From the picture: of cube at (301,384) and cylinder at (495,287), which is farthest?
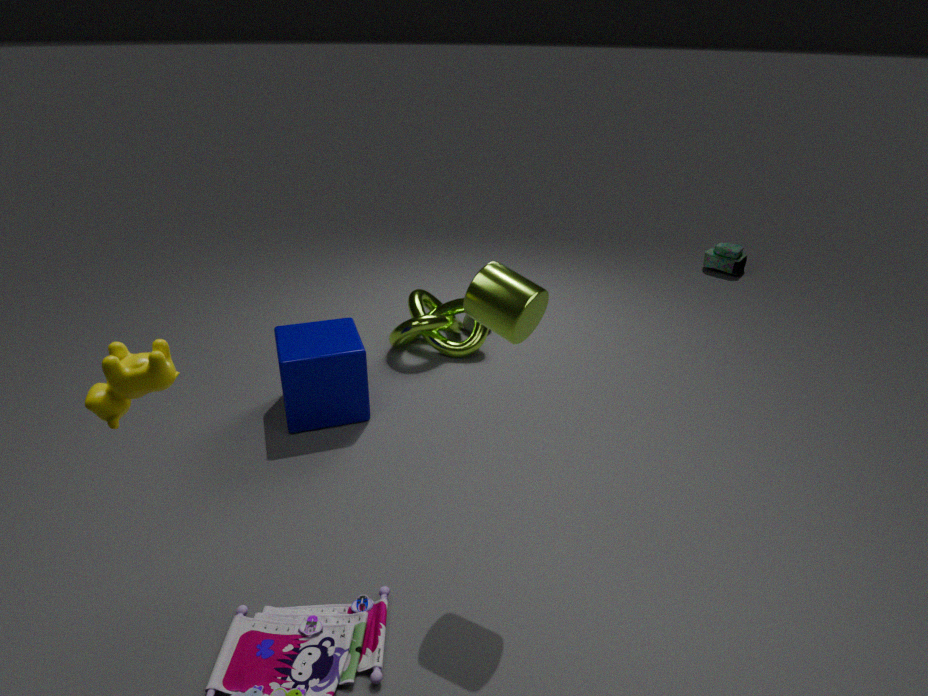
cube at (301,384)
